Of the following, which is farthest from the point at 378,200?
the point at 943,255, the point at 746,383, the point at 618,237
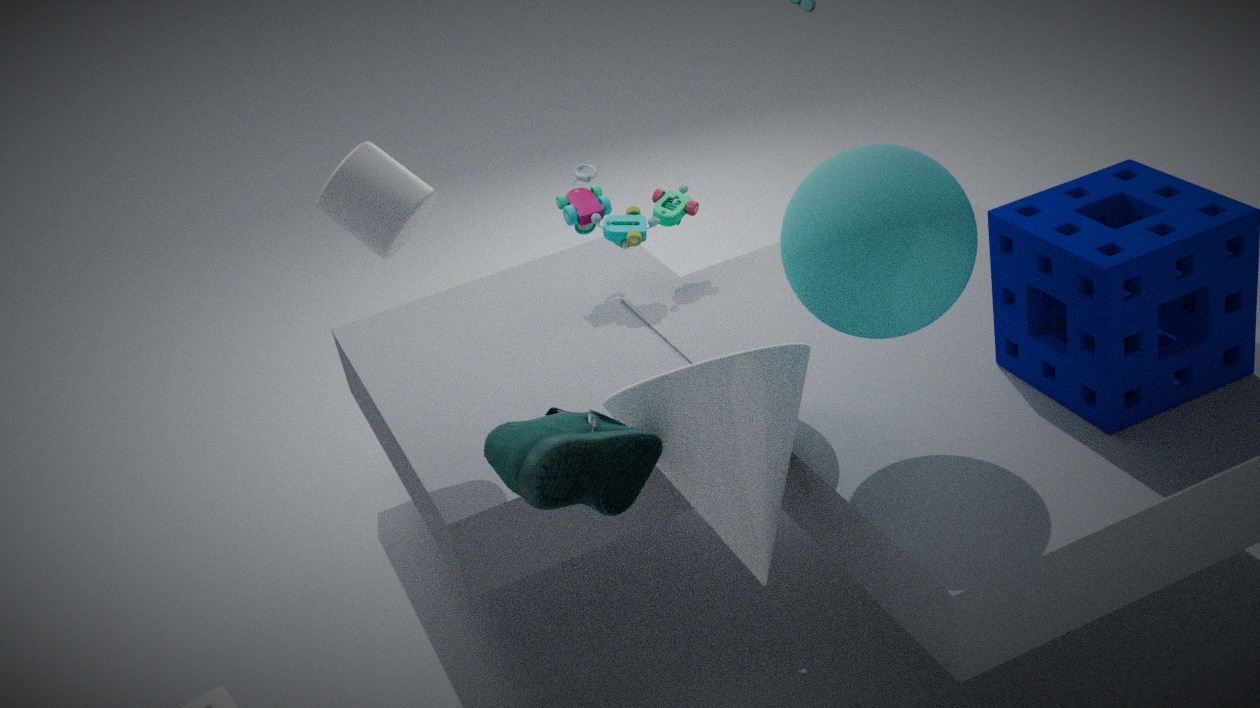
the point at 943,255
